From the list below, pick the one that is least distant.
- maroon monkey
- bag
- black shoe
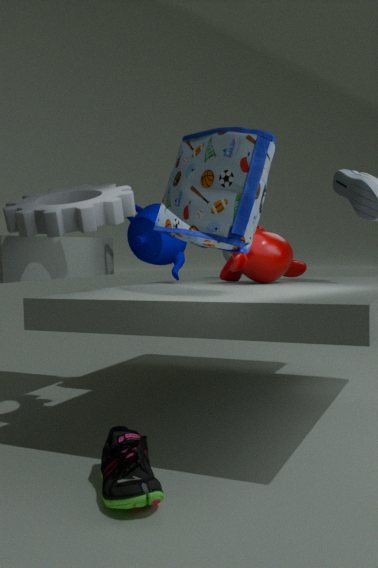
black shoe
